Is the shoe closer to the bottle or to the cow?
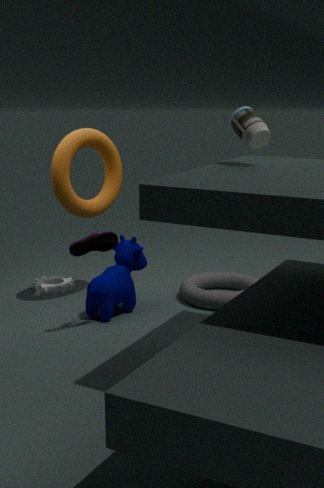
the cow
